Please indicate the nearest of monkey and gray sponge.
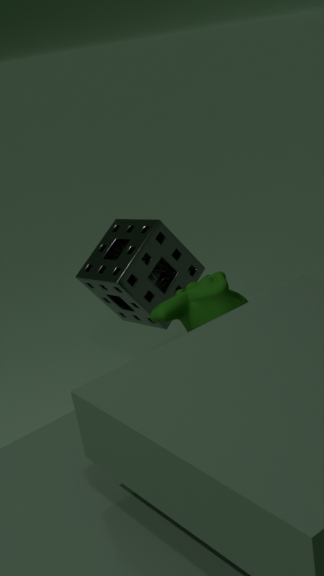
monkey
